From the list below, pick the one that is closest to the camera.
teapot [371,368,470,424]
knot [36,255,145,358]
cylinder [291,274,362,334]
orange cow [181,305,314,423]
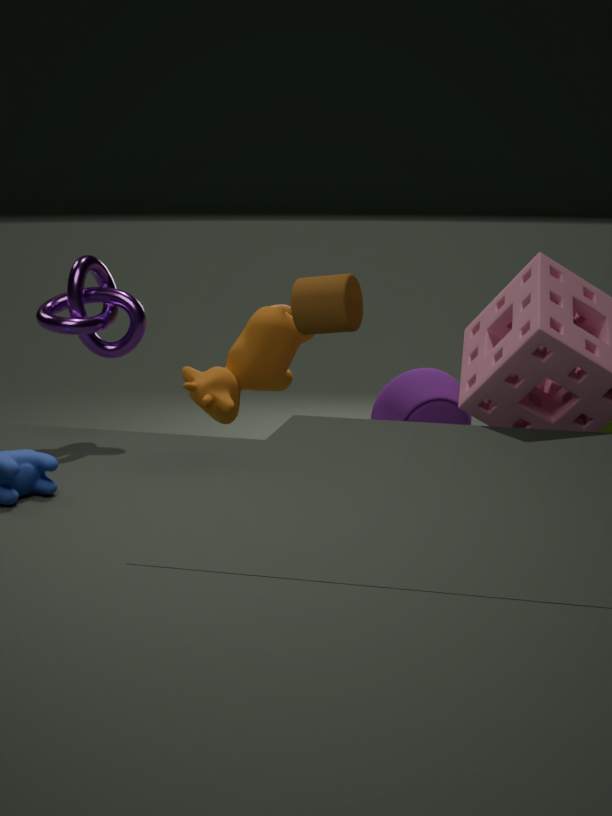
knot [36,255,145,358]
